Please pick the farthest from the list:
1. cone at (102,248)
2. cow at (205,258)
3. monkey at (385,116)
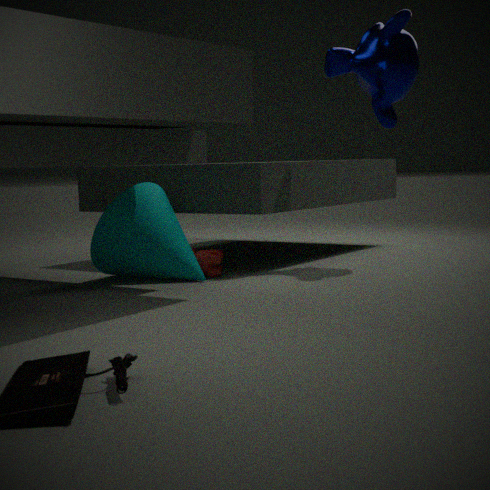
monkey at (385,116)
